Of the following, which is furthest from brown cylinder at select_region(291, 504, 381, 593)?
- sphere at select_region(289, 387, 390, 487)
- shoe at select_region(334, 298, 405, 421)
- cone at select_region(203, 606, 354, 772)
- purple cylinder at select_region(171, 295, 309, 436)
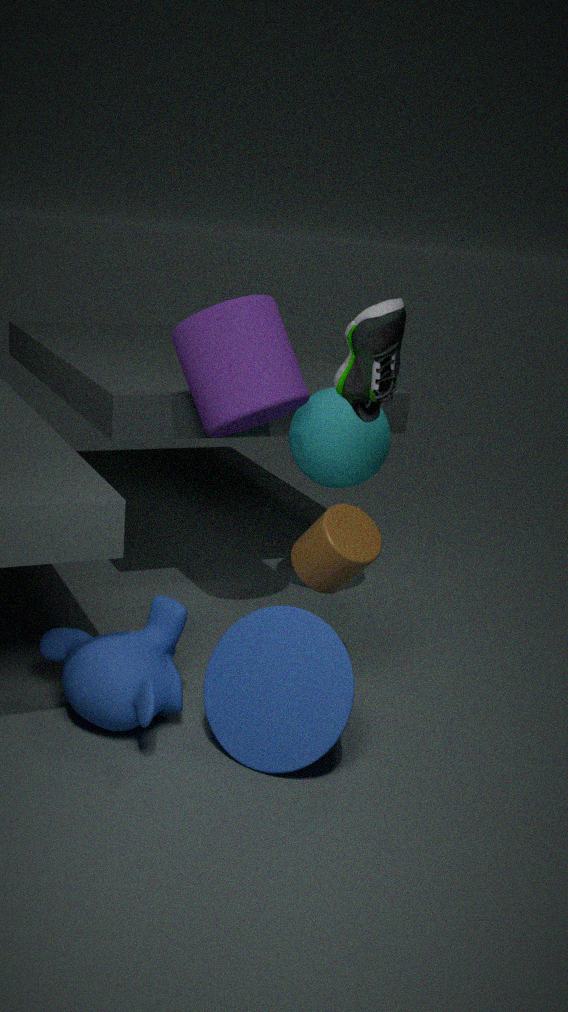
sphere at select_region(289, 387, 390, 487)
